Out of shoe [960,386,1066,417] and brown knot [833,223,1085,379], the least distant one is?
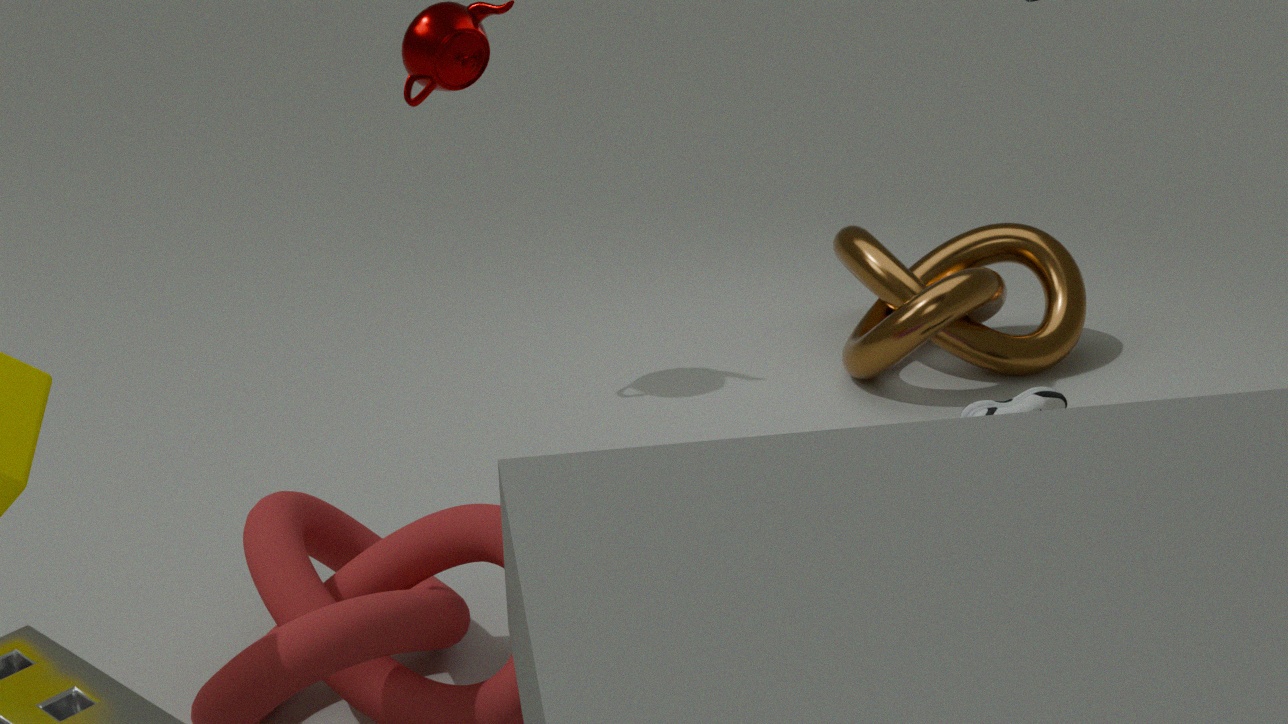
shoe [960,386,1066,417]
